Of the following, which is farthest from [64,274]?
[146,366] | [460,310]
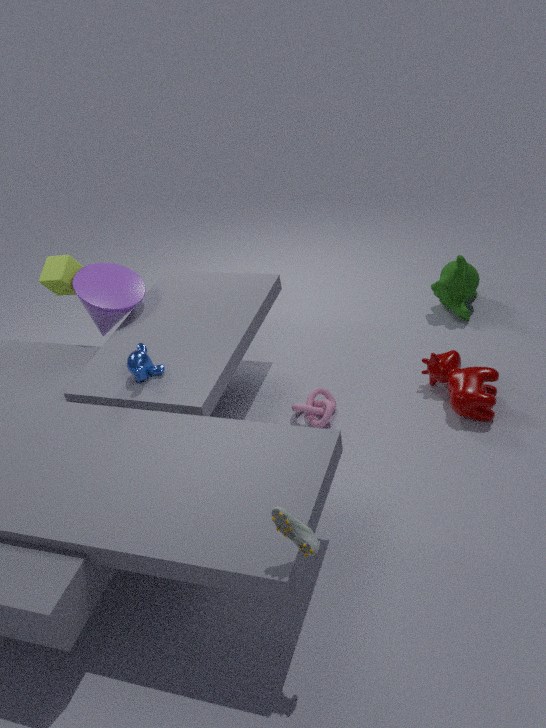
[460,310]
